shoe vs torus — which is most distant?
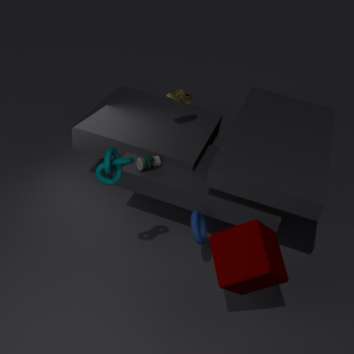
shoe
